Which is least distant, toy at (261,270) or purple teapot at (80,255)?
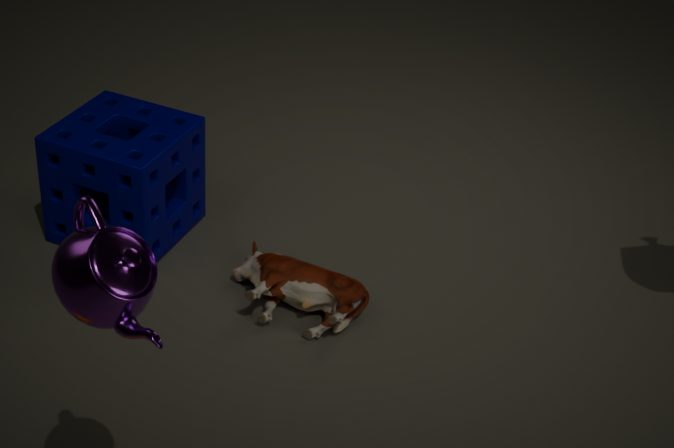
purple teapot at (80,255)
